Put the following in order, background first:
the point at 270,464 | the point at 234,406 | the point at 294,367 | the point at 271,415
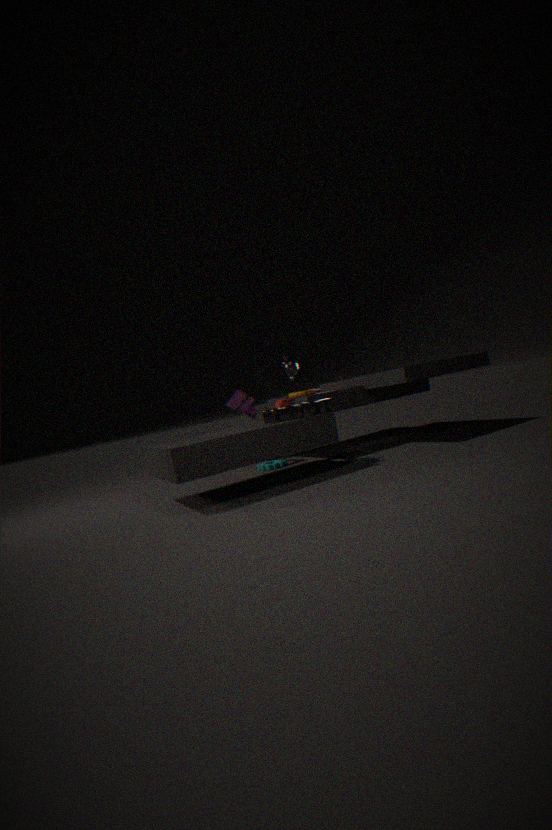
the point at 234,406
the point at 270,464
the point at 294,367
the point at 271,415
